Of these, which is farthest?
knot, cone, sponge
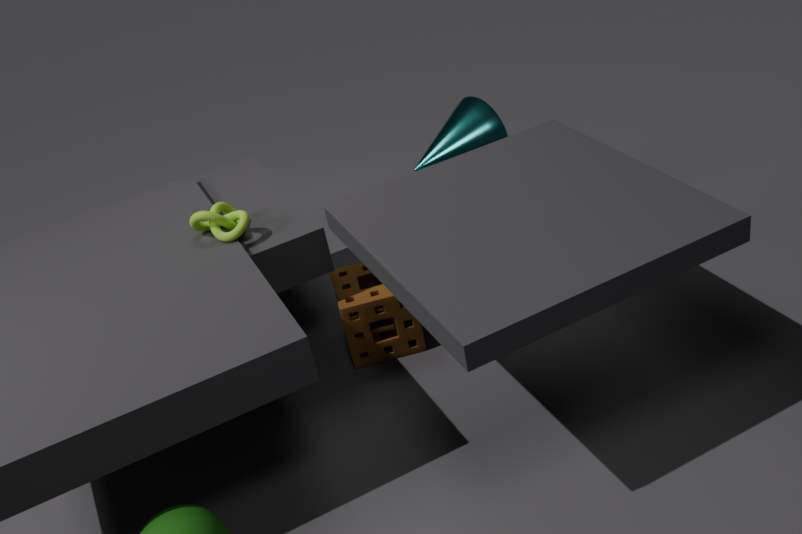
cone
